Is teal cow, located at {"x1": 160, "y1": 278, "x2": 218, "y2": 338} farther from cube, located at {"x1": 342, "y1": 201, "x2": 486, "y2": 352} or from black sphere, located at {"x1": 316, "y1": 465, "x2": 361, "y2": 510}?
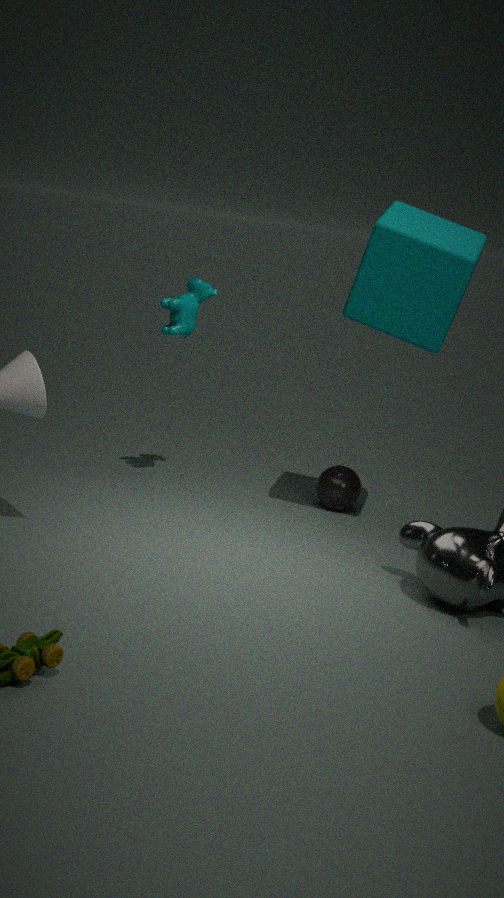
black sphere, located at {"x1": 316, "y1": 465, "x2": 361, "y2": 510}
